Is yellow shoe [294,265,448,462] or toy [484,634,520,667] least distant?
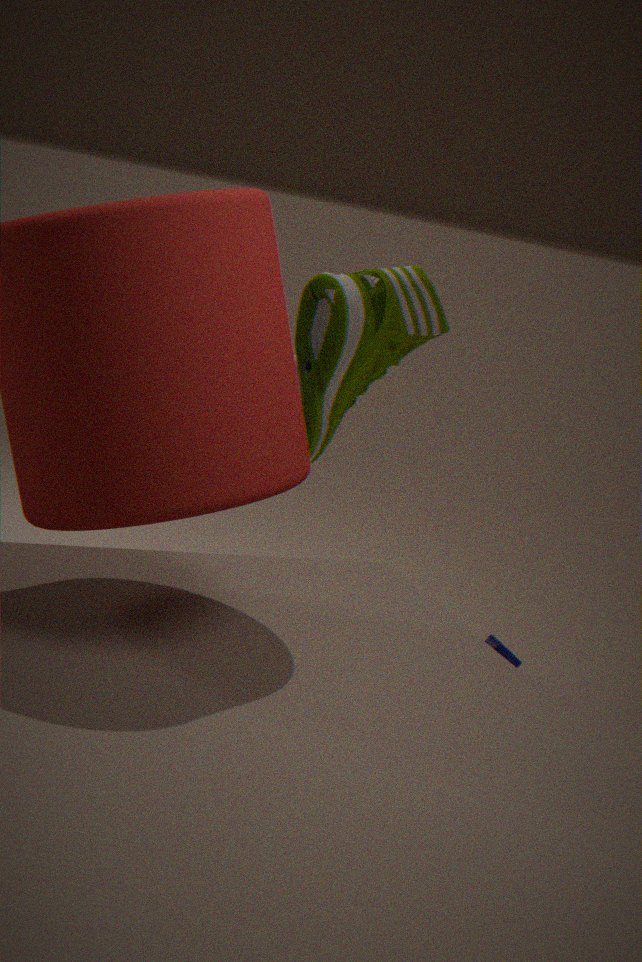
yellow shoe [294,265,448,462]
